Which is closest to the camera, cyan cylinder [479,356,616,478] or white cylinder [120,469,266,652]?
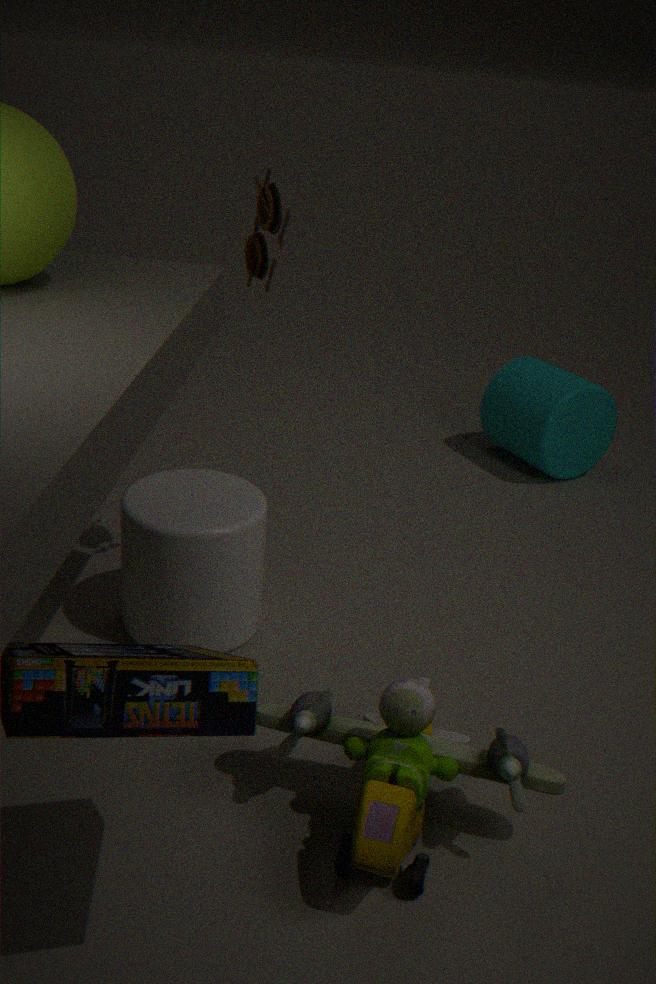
white cylinder [120,469,266,652]
